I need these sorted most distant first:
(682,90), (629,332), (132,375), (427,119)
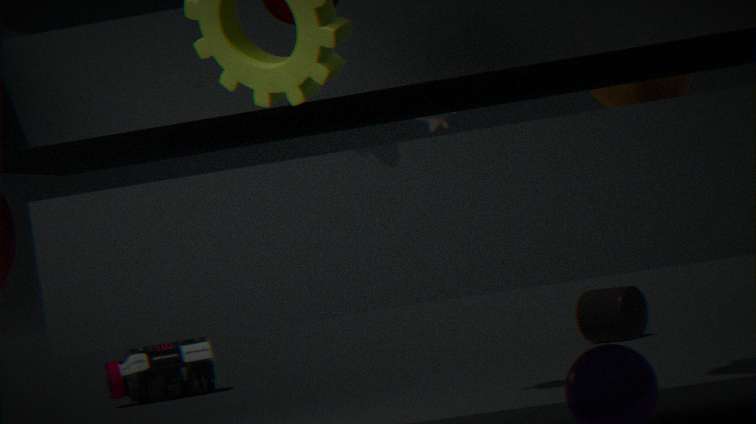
1. (132,375)
2. (629,332)
3. (427,119)
4. (682,90)
